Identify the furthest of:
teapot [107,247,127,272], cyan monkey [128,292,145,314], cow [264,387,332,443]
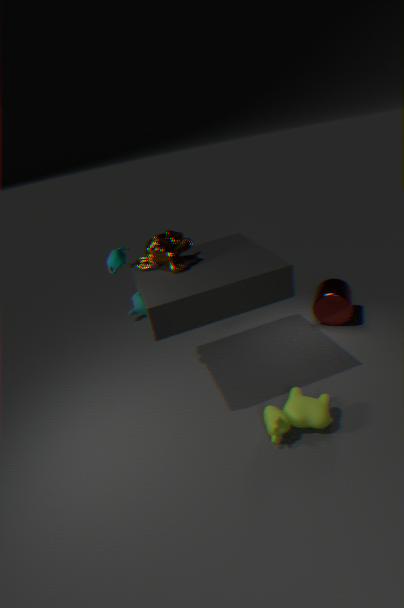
cyan monkey [128,292,145,314]
